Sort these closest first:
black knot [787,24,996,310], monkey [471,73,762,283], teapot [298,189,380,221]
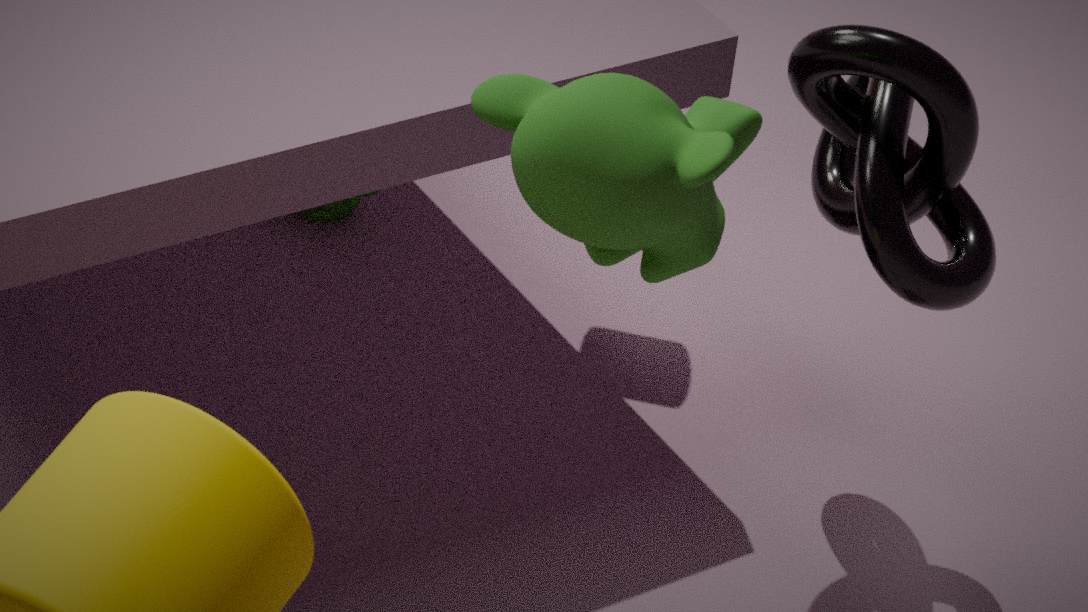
monkey [471,73,762,283] → black knot [787,24,996,310] → teapot [298,189,380,221]
